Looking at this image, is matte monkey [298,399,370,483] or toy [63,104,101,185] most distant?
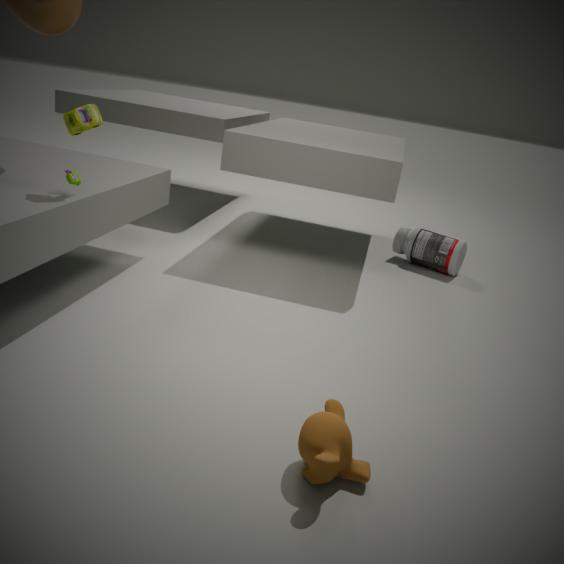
toy [63,104,101,185]
